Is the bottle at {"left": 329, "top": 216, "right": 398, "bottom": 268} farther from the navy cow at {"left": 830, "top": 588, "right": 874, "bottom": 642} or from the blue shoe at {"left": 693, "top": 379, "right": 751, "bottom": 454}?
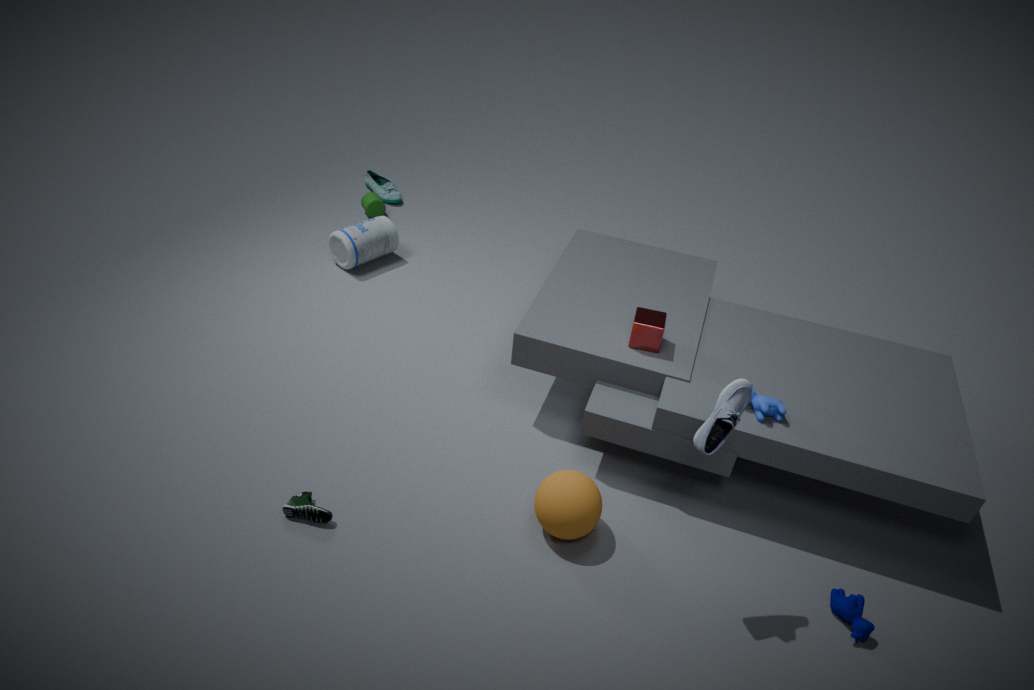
the navy cow at {"left": 830, "top": 588, "right": 874, "bottom": 642}
